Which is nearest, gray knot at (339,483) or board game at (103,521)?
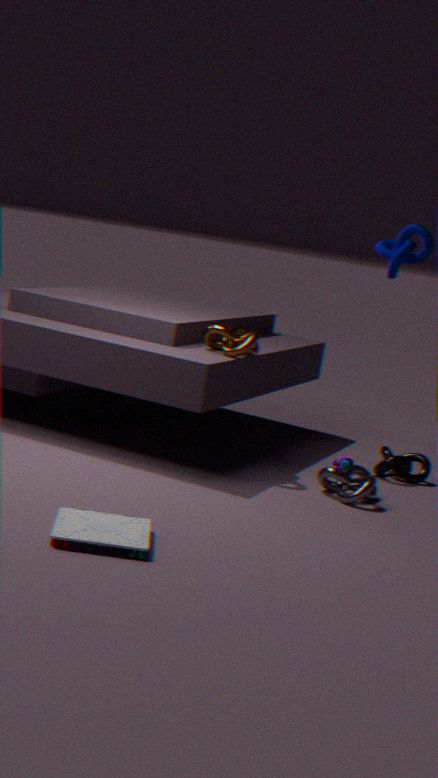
board game at (103,521)
